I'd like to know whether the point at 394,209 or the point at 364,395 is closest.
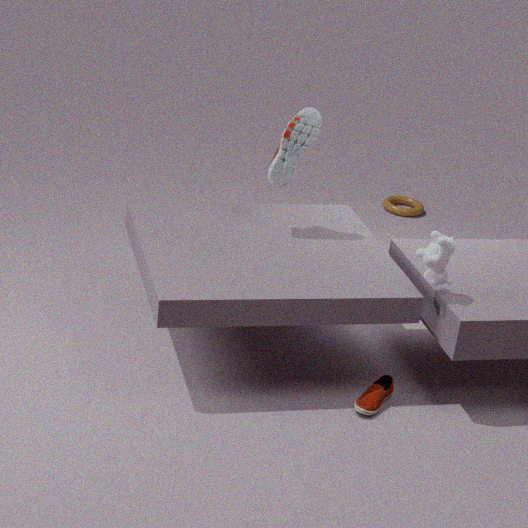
the point at 364,395
